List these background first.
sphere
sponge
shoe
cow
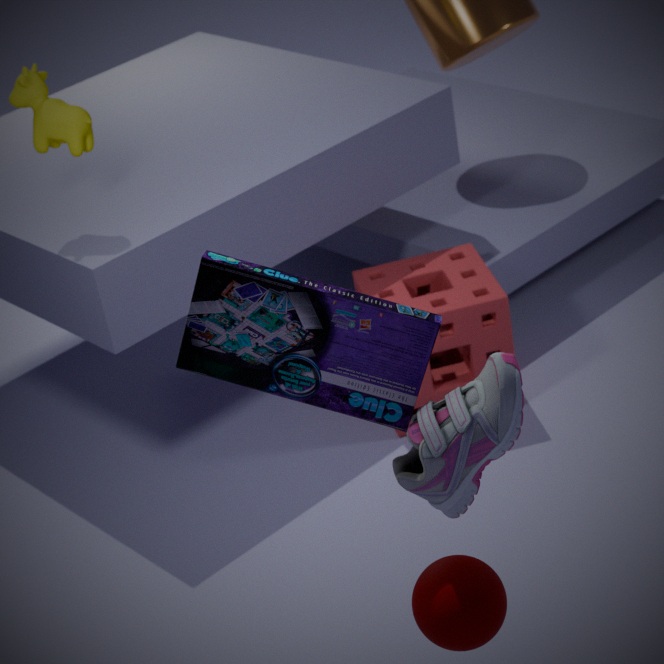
sponge
cow
sphere
shoe
